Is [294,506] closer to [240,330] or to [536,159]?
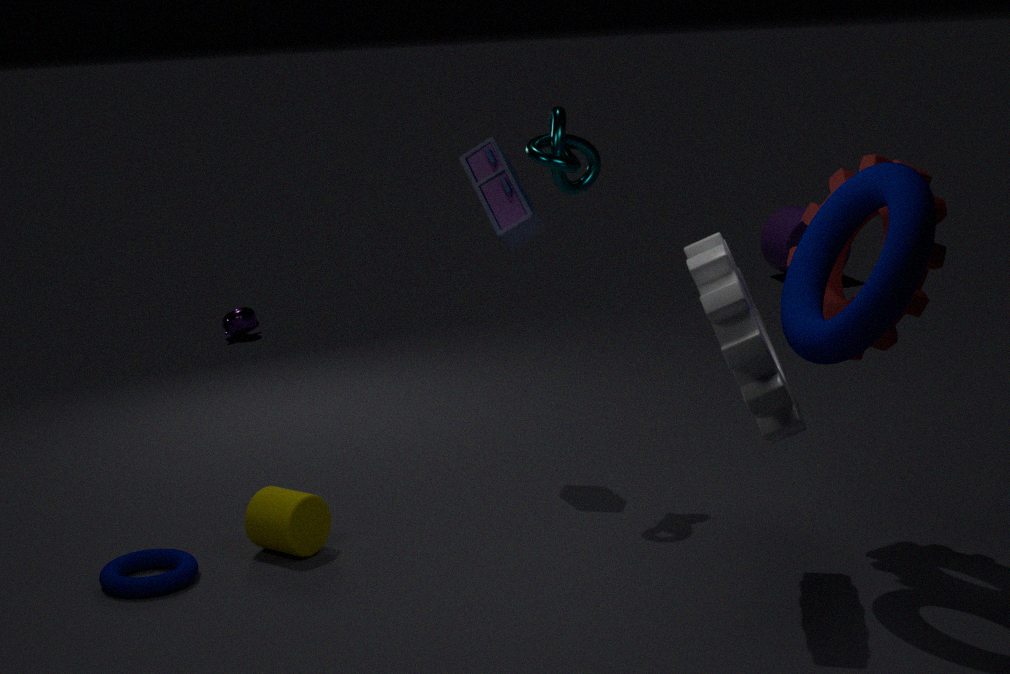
[536,159]
